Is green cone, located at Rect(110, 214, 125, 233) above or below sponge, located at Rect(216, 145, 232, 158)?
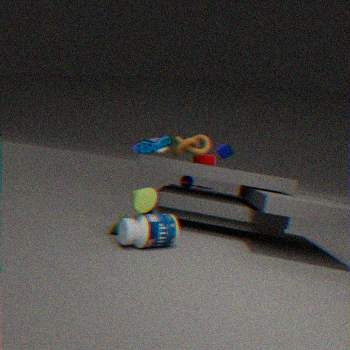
below
